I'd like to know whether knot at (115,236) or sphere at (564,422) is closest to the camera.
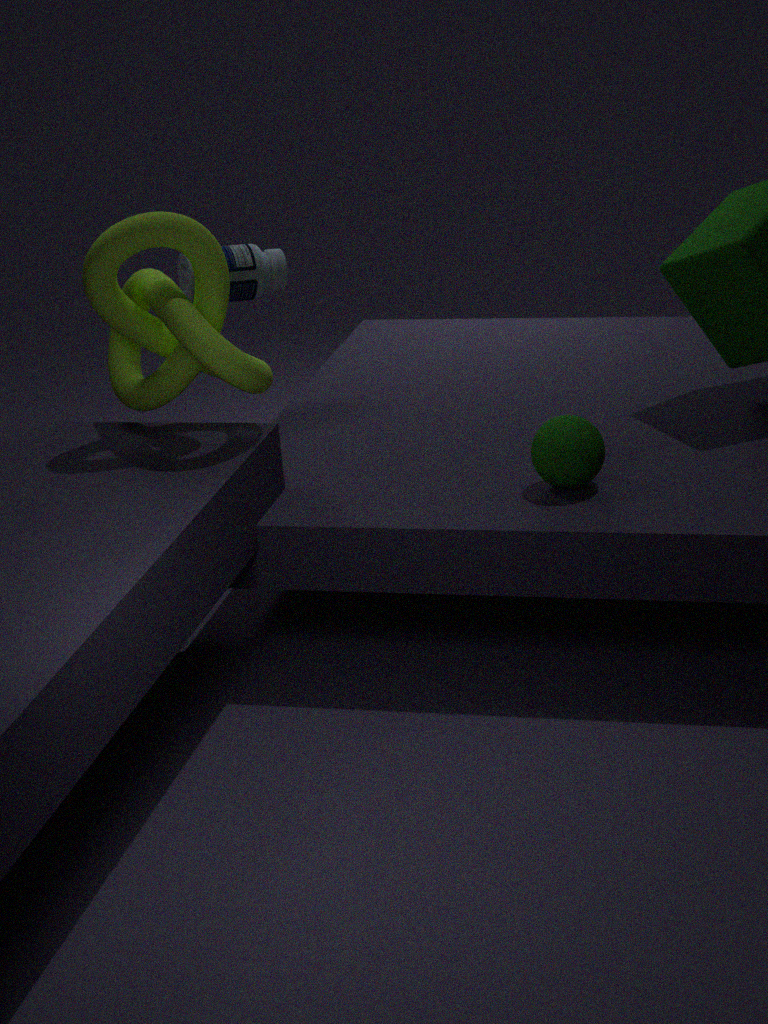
knot at (115,236)
